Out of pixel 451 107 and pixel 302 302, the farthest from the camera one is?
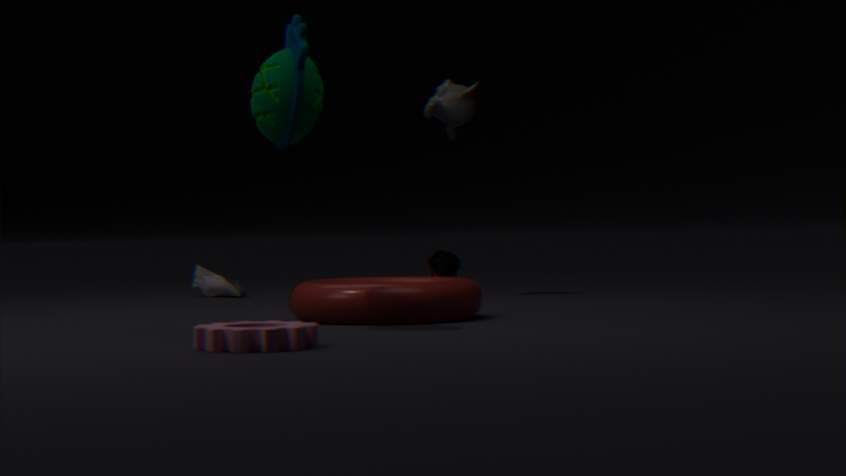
pixel 451 107
